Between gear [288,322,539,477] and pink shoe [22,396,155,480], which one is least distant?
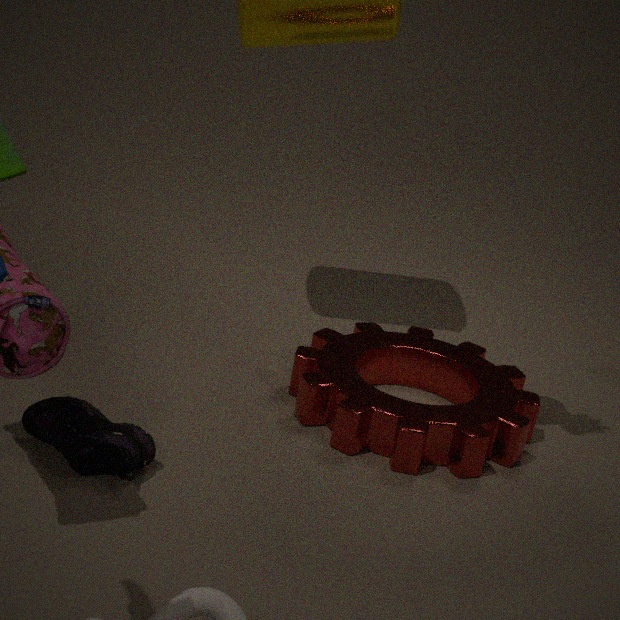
pink shoe [22,396,155,480]
